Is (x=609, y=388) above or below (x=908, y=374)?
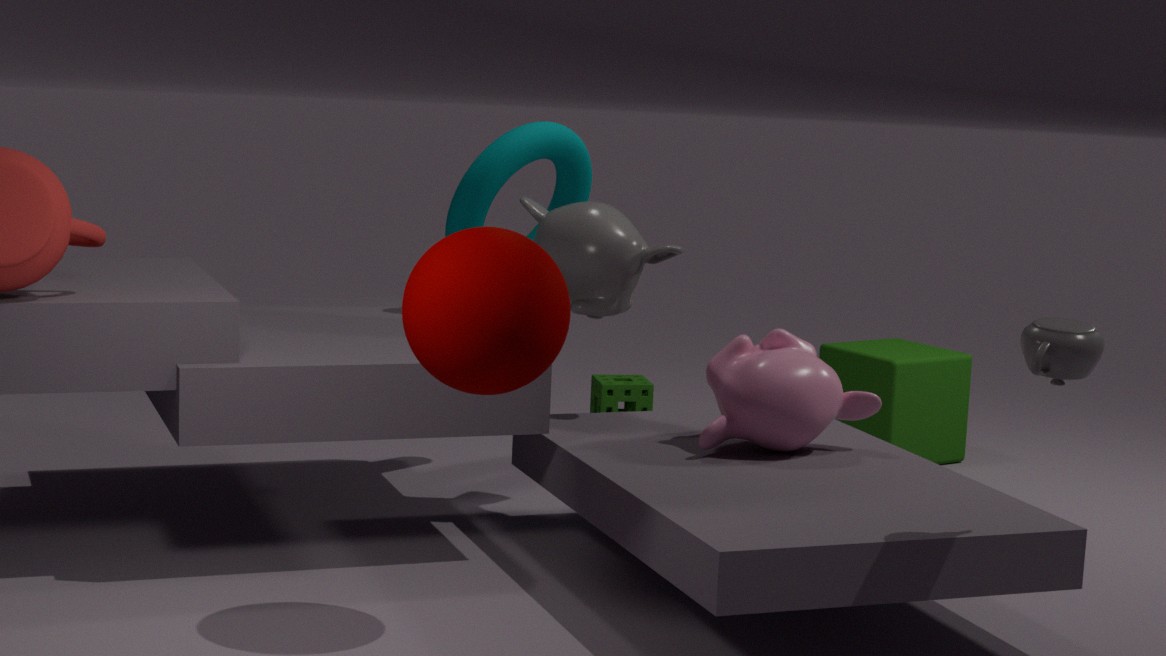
below
